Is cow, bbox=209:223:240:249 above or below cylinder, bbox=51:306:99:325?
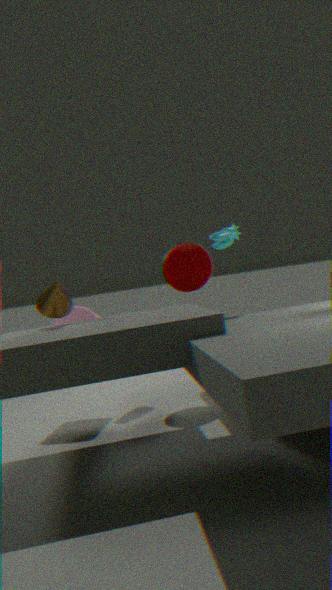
above
